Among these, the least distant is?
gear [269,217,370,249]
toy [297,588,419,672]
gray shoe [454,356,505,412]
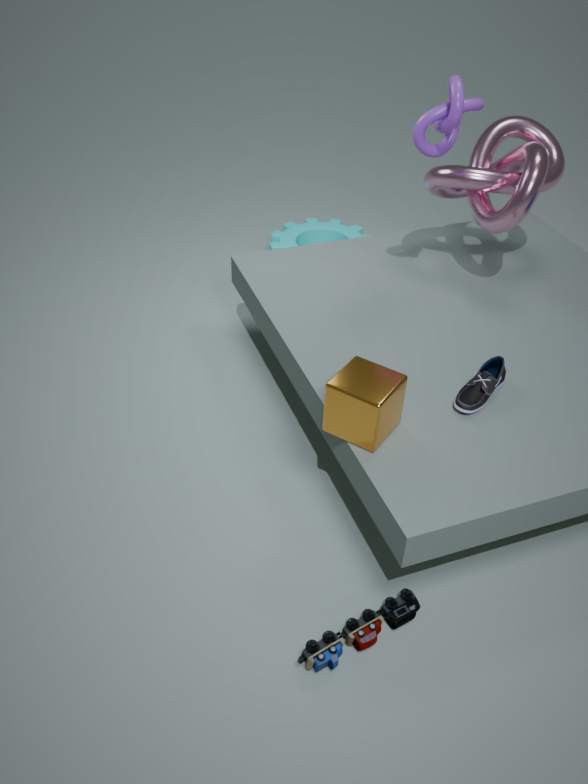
toy [297,588,419,672]
